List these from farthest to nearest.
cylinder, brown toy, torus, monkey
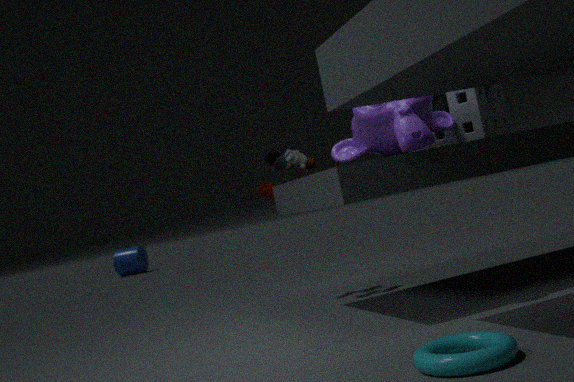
cylinder → brown toy → monkey → torus
